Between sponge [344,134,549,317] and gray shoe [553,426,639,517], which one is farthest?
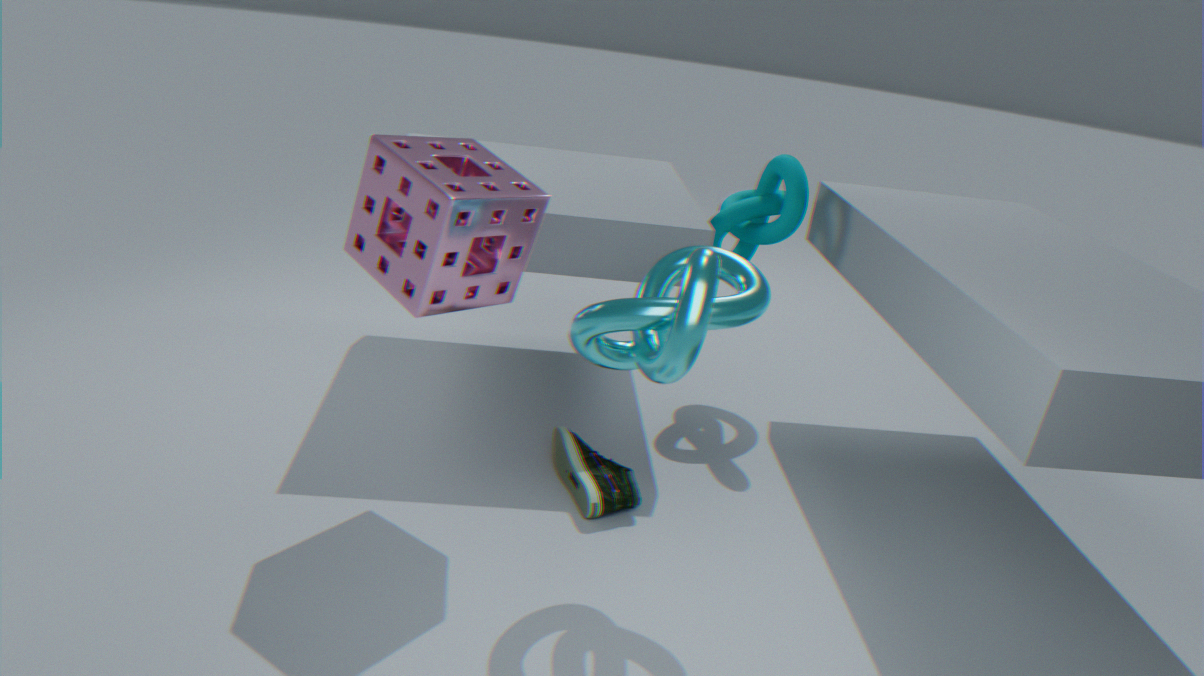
gray shoe [553,426,639,517]
